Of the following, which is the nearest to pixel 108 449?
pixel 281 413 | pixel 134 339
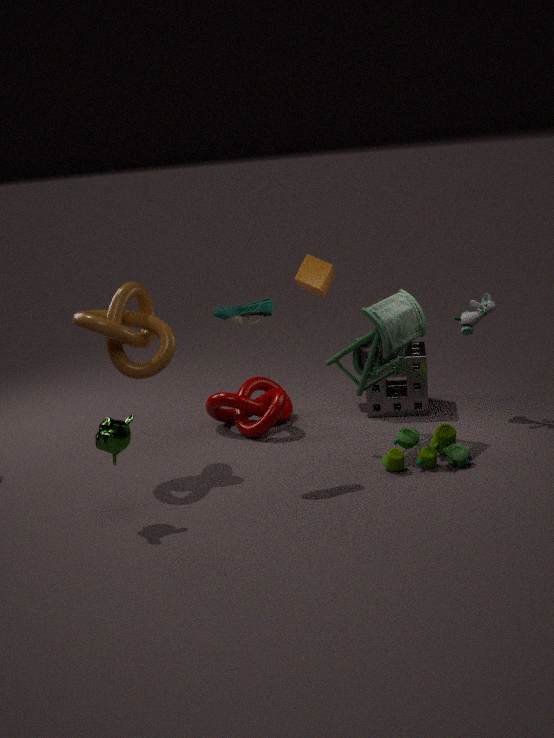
pixel 134 339
